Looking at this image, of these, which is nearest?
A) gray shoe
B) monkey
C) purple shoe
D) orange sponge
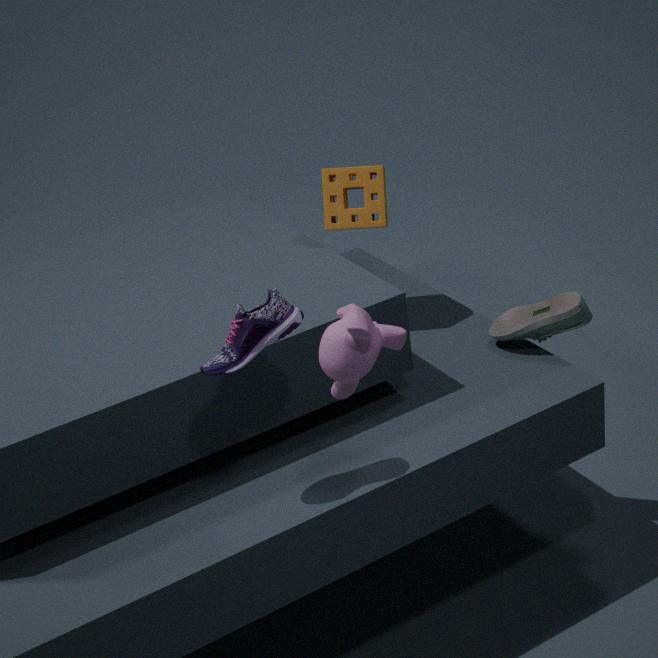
monkey
